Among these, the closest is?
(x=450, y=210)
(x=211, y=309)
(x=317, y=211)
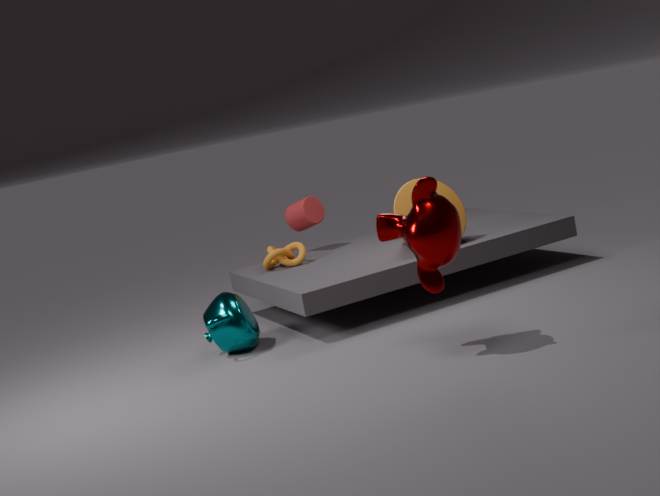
(x=450, y=210)
